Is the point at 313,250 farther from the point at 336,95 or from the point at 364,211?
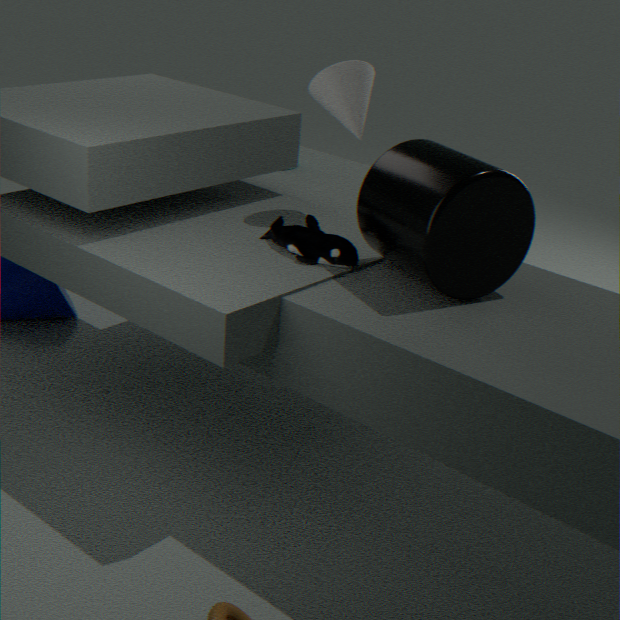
the point at 336,95
